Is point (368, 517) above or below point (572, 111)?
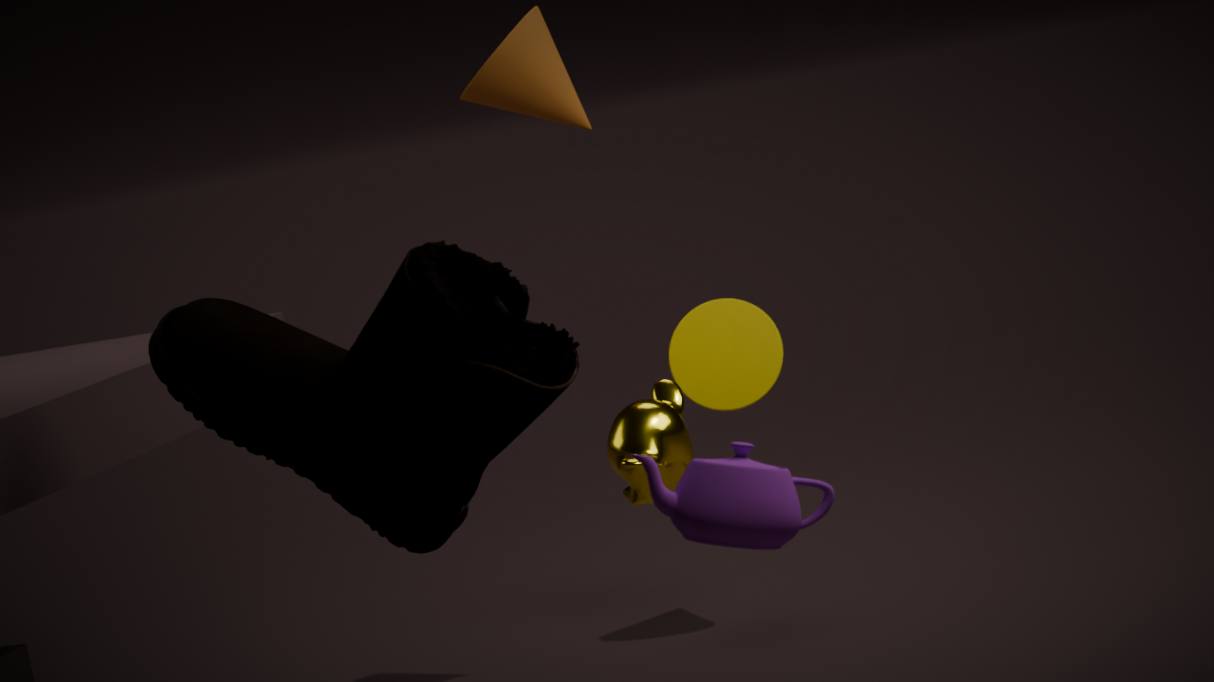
below
